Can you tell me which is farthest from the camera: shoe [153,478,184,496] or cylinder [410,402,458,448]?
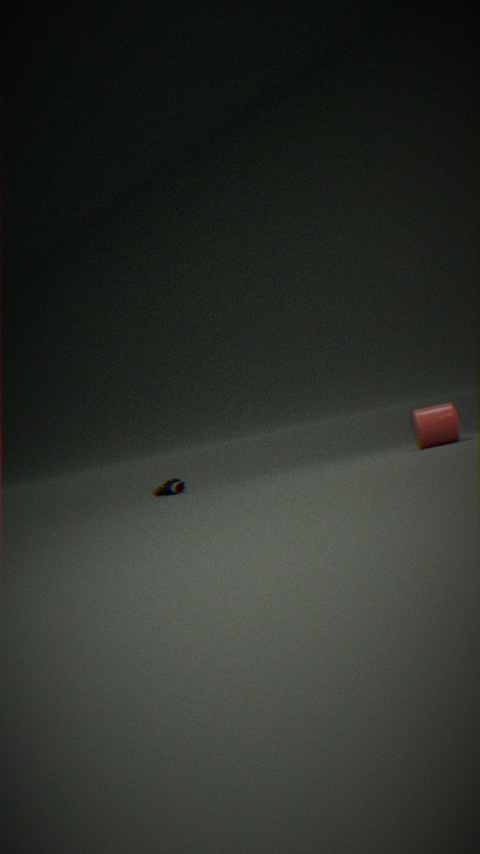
shoe [153,478,184,496]
